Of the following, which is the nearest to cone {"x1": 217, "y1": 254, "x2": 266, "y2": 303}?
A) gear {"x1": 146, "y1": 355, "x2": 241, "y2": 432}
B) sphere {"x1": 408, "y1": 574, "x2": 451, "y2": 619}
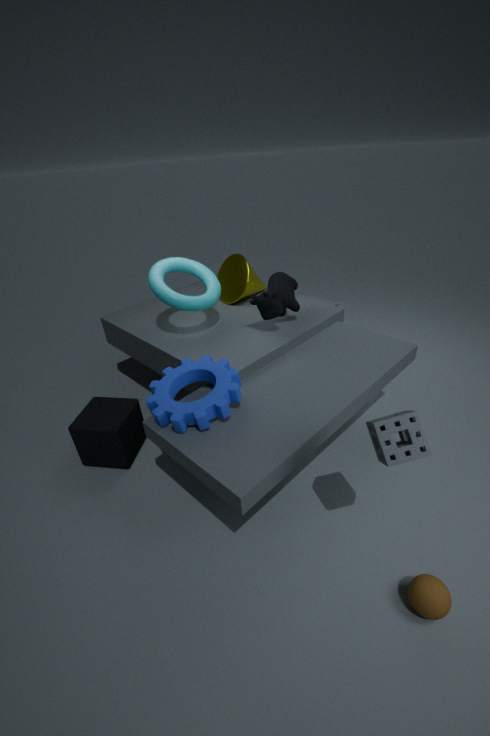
gear {"x1": 146, "y1": 355, "x2": 241, "y2": 432}
